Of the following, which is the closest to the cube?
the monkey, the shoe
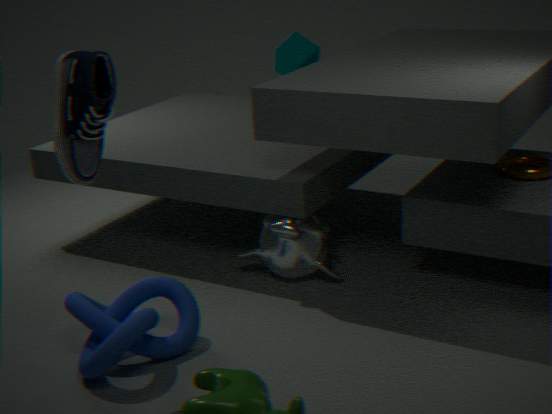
the monkey
